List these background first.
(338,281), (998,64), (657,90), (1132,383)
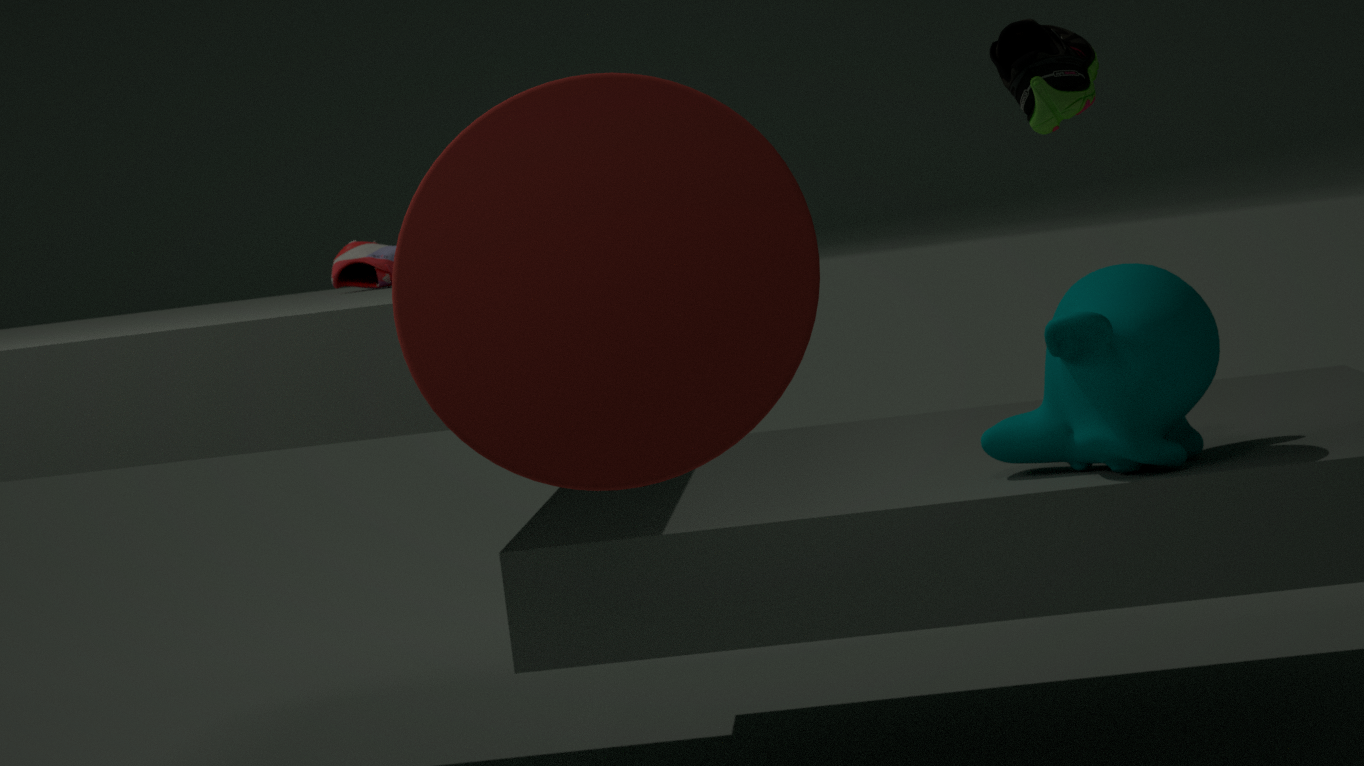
(338,281)
(1132,383)
(657,90)
(998,64)
